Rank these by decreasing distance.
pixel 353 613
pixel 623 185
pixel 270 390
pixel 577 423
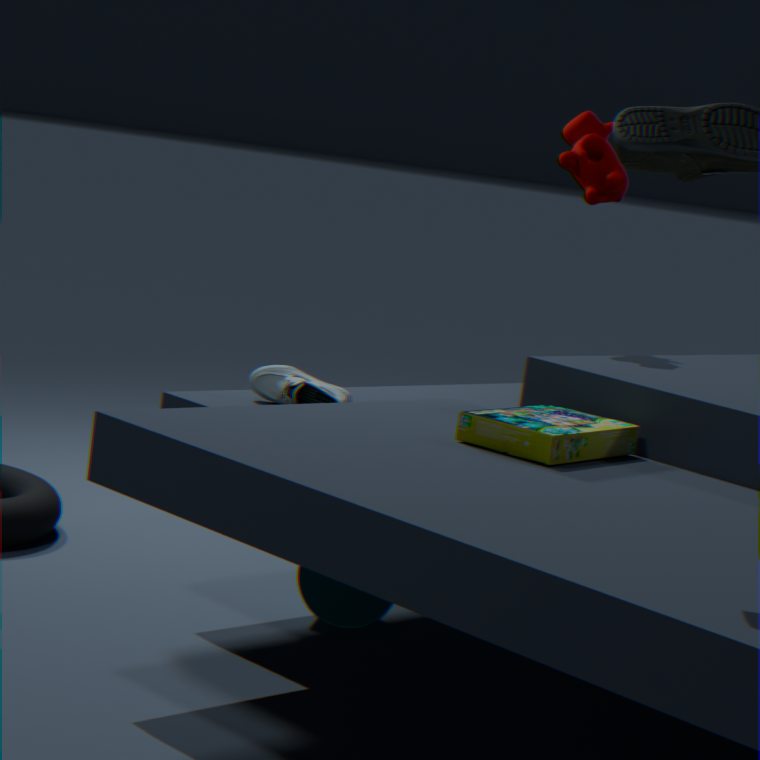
pixel 623 185 → pixel 353 613 → pixel 270 390 → pixel 577 423
